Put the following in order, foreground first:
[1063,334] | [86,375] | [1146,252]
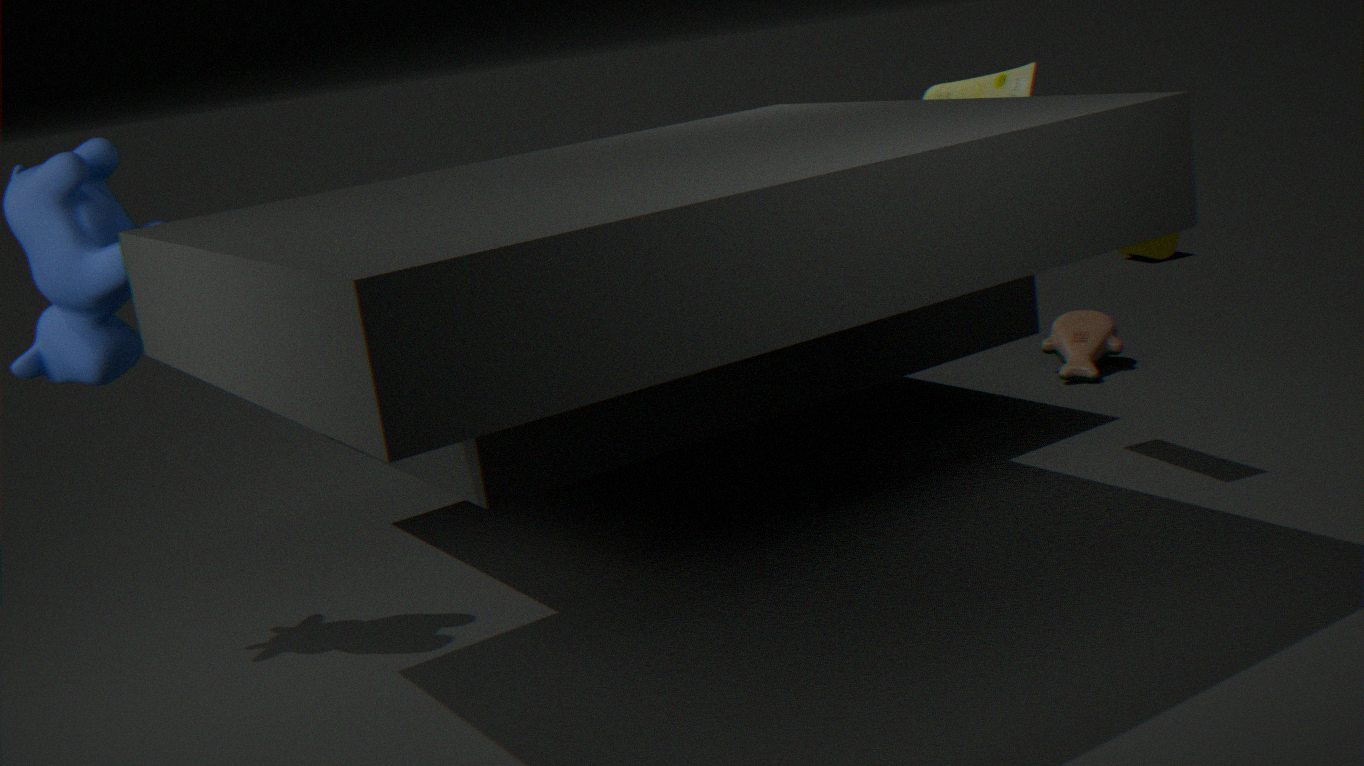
[86,375] → [1063,334] → [1146,252]
